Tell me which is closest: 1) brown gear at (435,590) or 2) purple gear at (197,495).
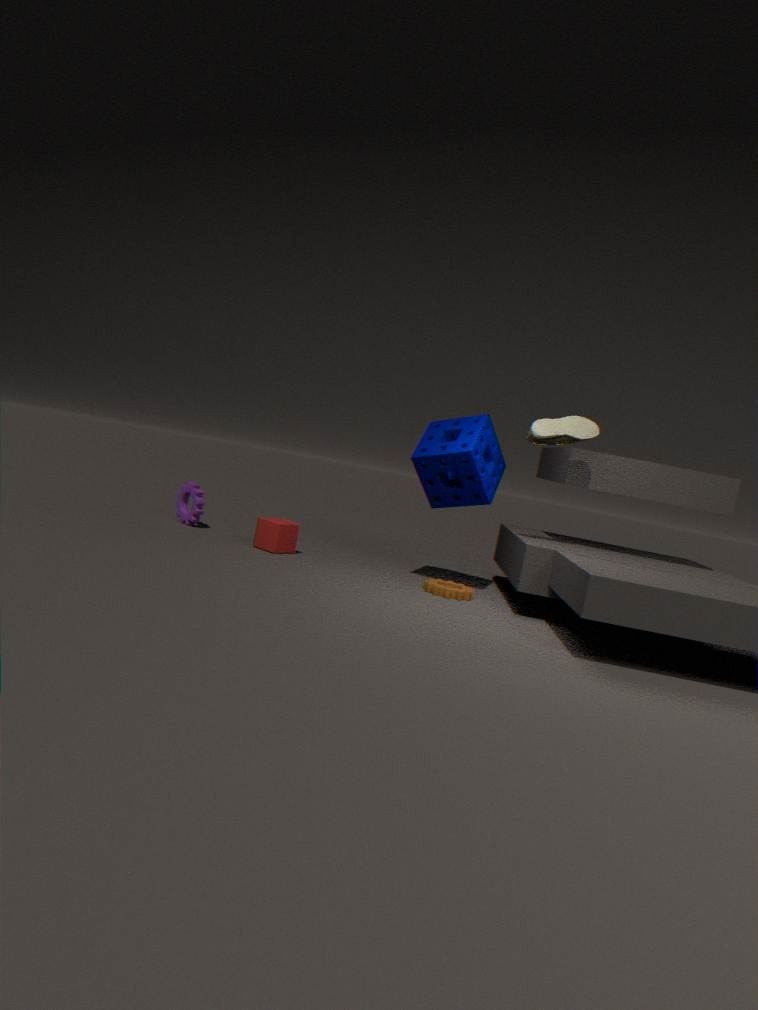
1. brown gear at (435,590)
